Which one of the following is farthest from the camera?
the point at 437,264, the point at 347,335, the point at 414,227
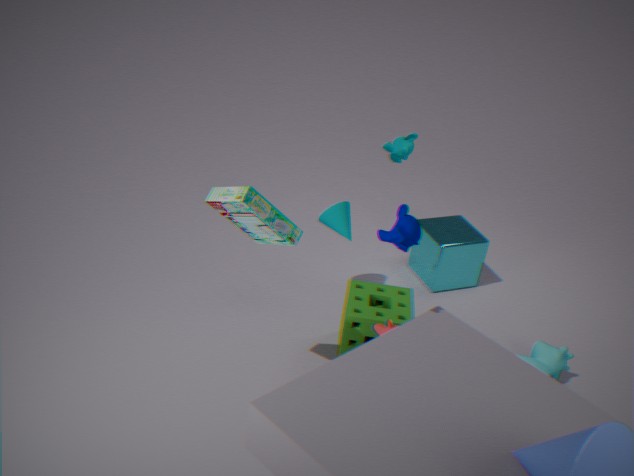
the point at 437,264
